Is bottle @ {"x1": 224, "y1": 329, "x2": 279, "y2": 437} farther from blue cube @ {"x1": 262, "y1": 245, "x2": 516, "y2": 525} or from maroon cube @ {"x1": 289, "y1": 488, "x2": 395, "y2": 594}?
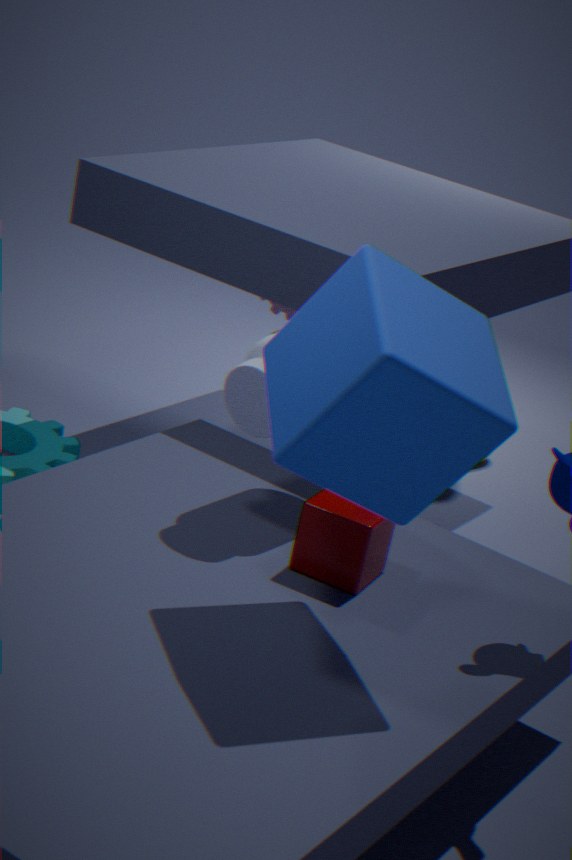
blue cube @ {"x1": 262, "y1": 245, "x2": 516, "y2": 525}
